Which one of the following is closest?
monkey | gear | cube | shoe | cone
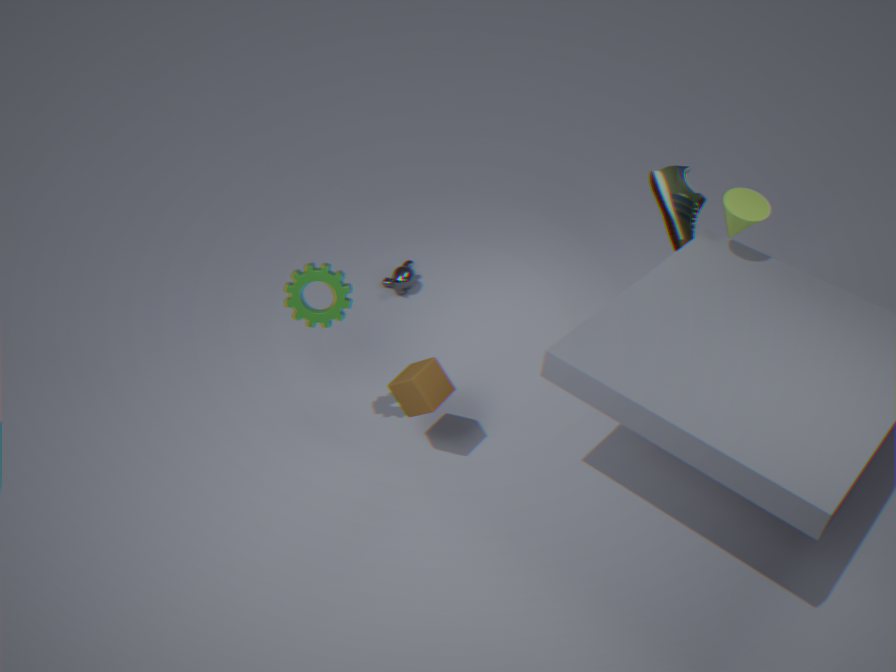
gear
